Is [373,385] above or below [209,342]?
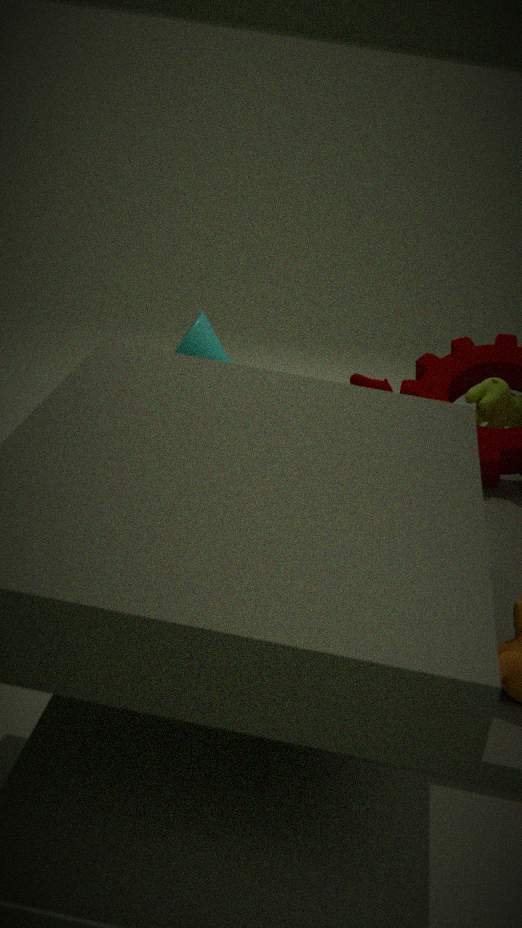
above
